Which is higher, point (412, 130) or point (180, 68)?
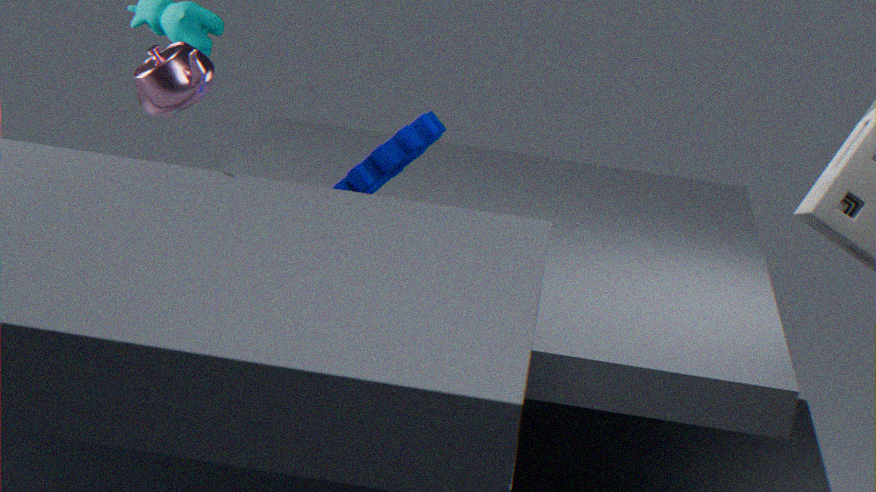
point (180, 68)
